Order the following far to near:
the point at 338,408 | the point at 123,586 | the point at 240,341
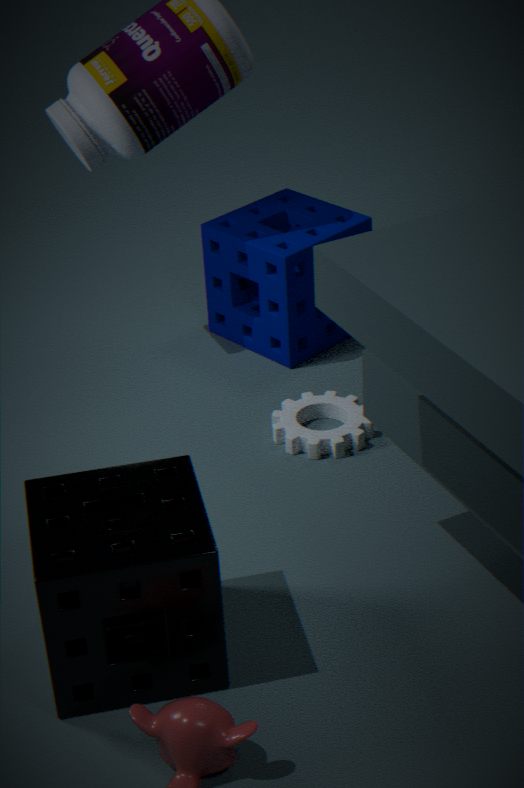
the point at 240,341 → the point at 338,408 → the point at 123,586
